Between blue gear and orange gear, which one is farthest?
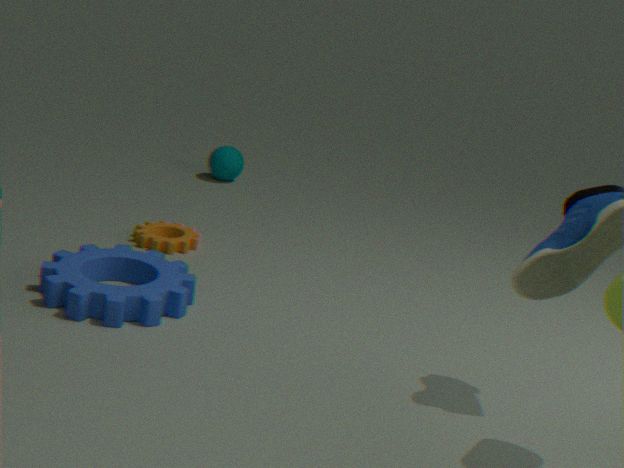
orange gear
